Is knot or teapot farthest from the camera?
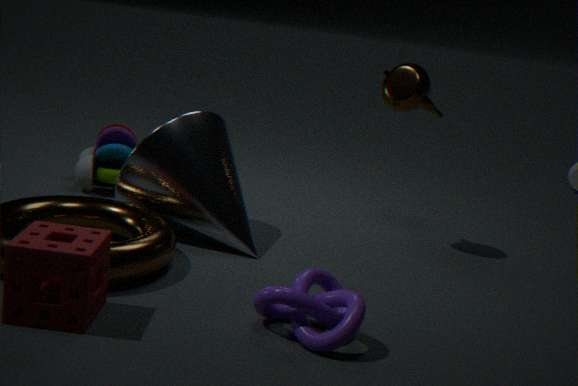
teapot
